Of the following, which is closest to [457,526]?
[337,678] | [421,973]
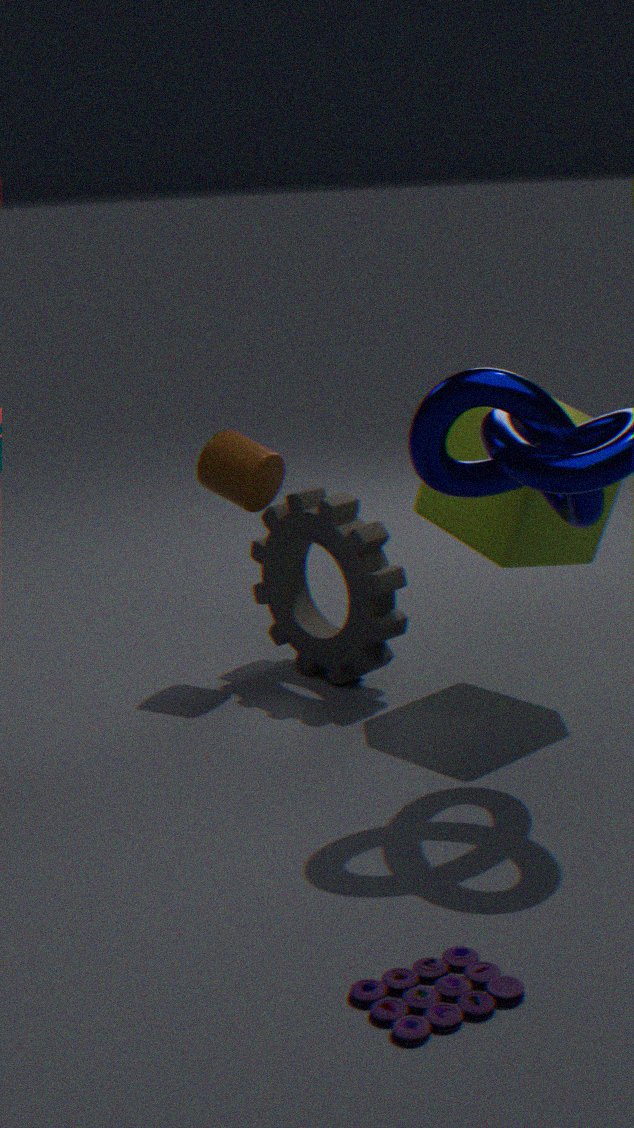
[337,678]
